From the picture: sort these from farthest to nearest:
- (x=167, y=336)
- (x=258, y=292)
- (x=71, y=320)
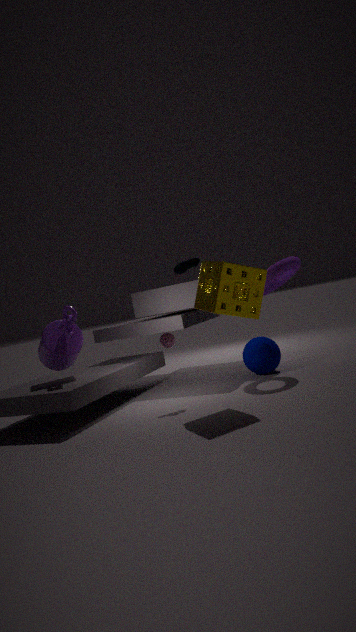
(x=167, y=336)
(x=71, y=320)
(x=258, y=292)
